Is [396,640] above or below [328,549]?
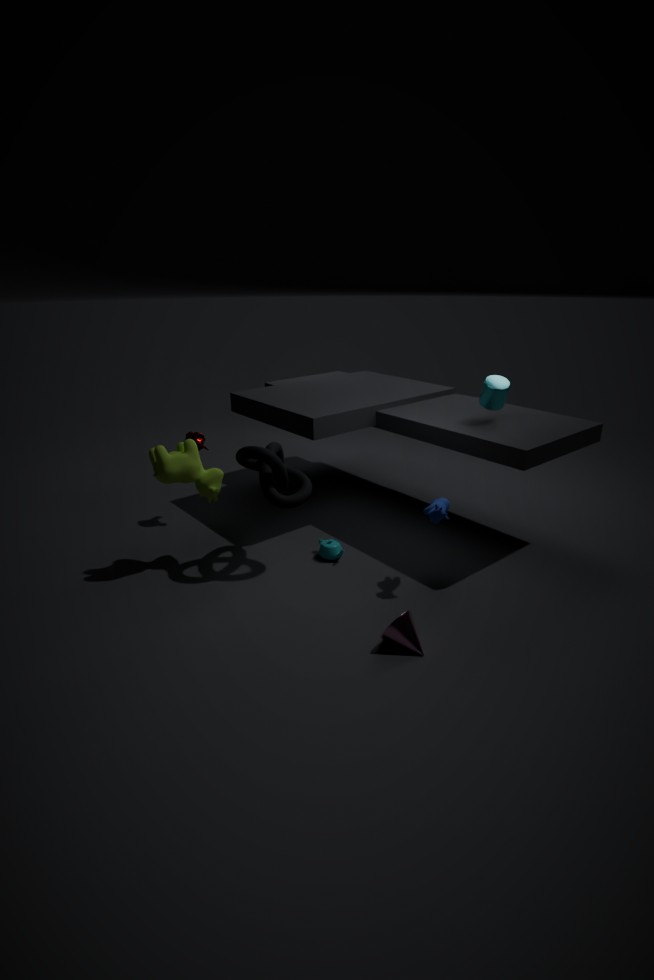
above
